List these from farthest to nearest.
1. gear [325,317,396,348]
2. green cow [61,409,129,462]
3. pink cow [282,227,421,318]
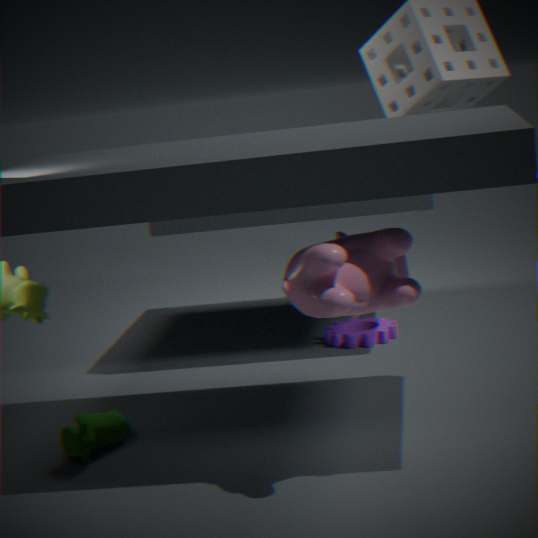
gear [325,317,396,348]
green cow [61,409,129,462]
pink cow [282,227,421,318]
